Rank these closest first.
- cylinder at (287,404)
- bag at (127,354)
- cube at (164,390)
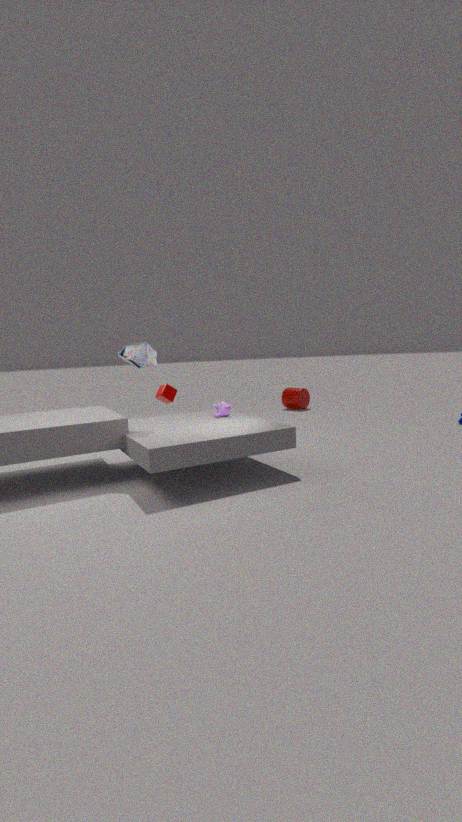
bag at (127,354), cube at (164,390), cylinder at (287,404)
